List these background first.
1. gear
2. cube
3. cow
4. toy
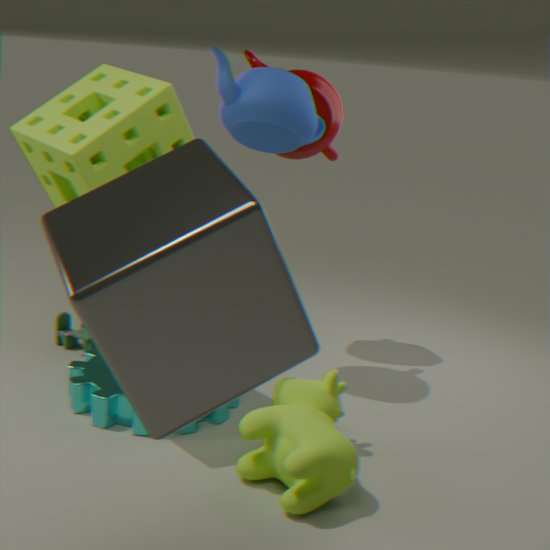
toy < gear < cow < cube
